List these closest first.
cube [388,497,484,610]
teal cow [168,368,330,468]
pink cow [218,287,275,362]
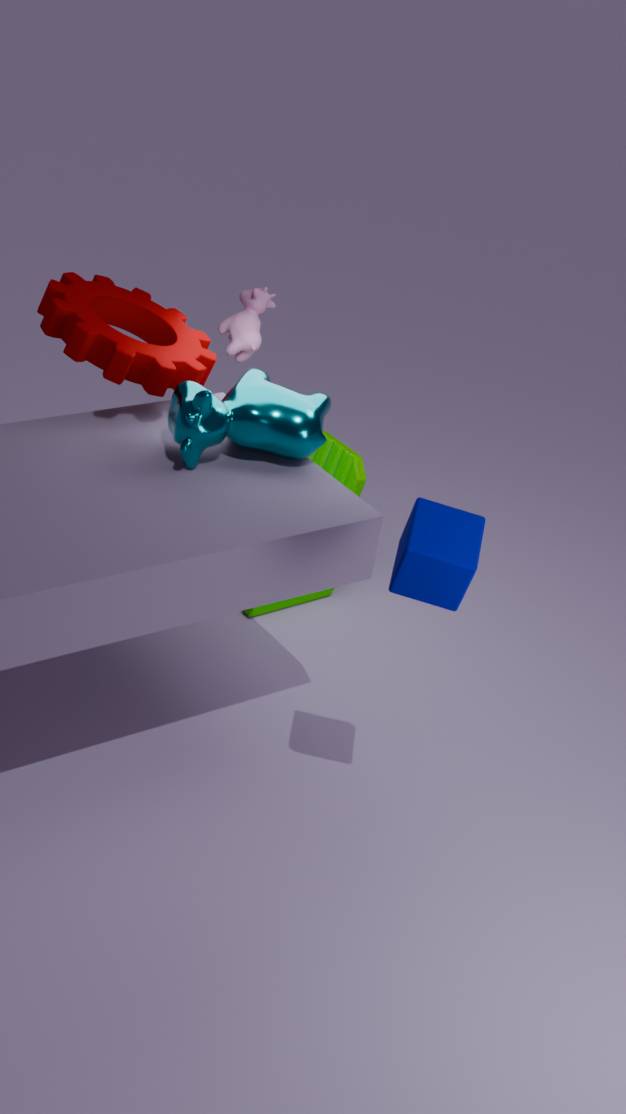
cube [388,497,484,610] → teal cow [168,368,330,468] → pink cow [218,287,275,362]
